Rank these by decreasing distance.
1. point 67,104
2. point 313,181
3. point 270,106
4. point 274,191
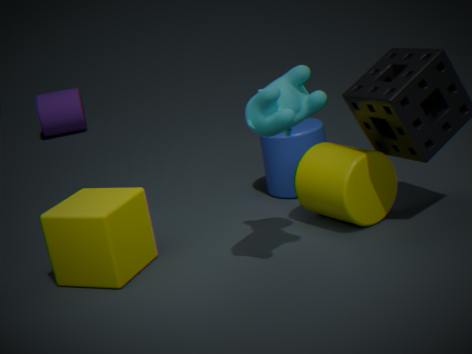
1. point 67,104
2. point 274,191
3. point 313,181
4. point 270,106
